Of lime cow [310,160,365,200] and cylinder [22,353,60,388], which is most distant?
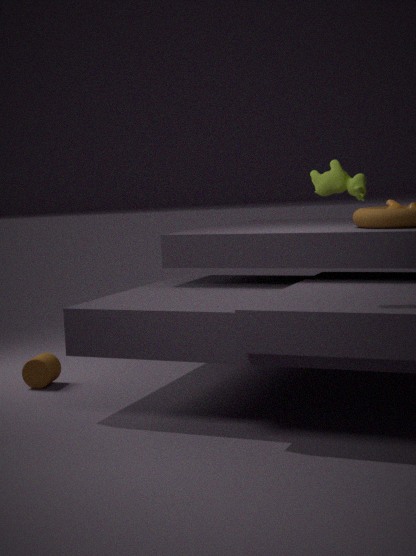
cylinder [22,353,60,388]
